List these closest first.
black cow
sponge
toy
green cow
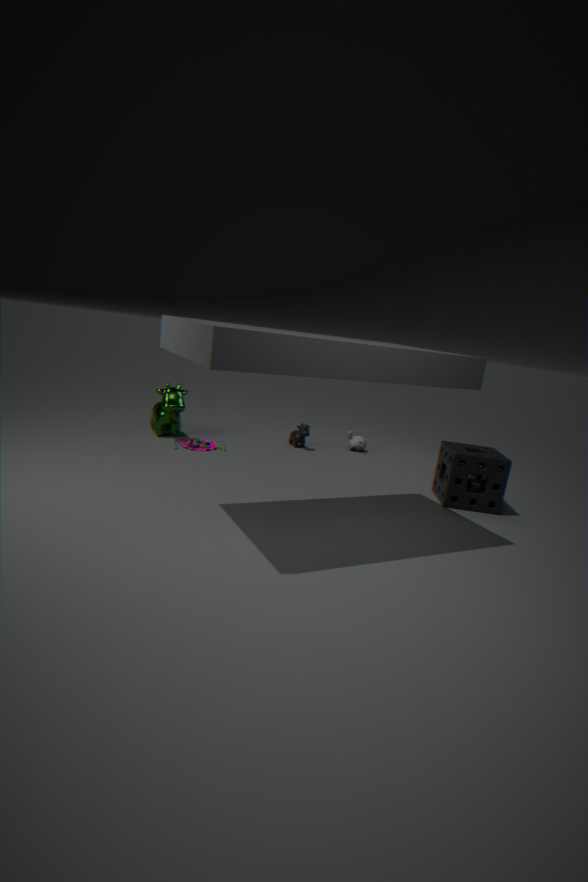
sponge, toy, green cow, black cow
